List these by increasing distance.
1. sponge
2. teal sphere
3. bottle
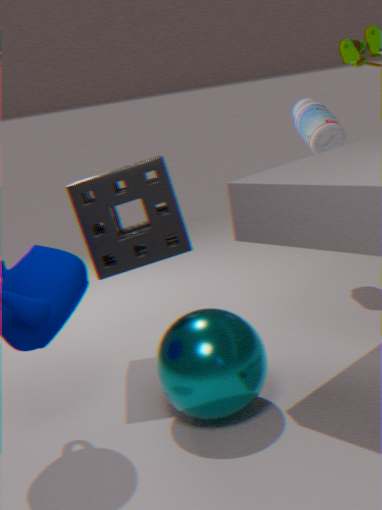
1. teal sphere
2. sponge
3. bottle
